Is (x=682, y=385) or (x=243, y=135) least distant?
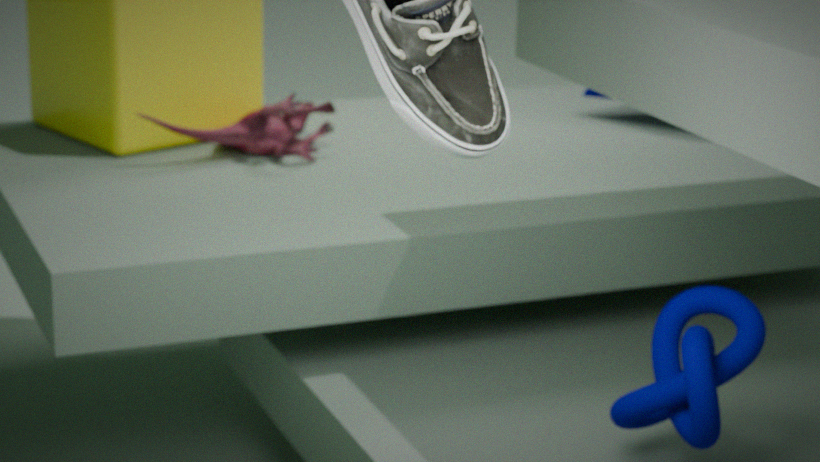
(x=682, y=385)
